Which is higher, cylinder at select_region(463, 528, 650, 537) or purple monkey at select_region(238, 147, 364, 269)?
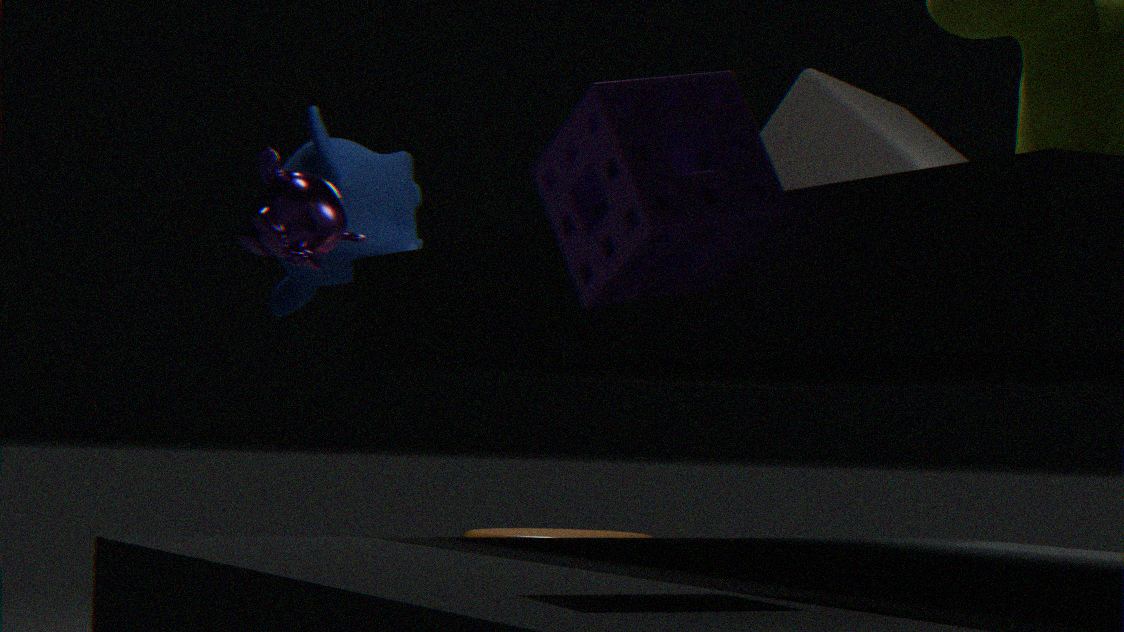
purple monkey at select_region(238, 147, 364, 269)
